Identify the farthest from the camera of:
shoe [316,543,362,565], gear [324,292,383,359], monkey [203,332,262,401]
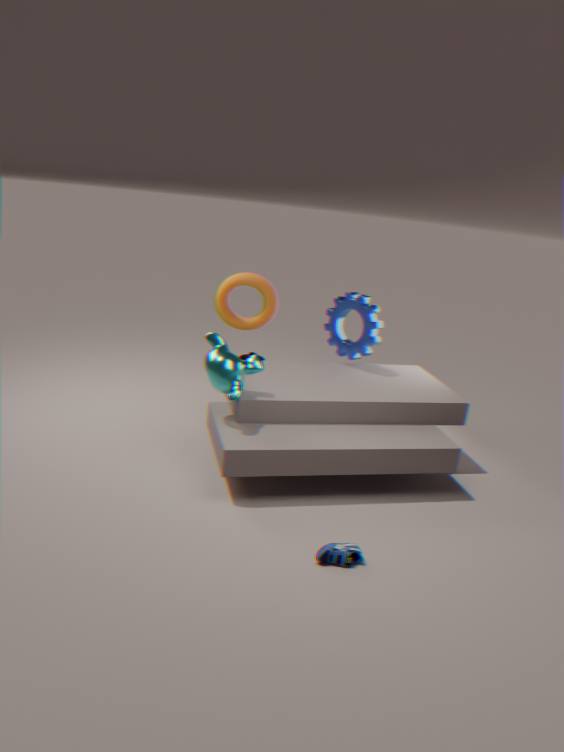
gear [324,292,383,359]
